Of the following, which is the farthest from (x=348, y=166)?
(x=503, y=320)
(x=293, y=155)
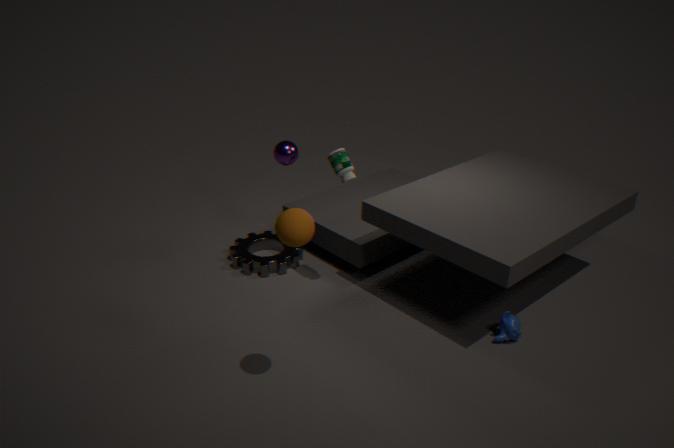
(x=503, y=320)
